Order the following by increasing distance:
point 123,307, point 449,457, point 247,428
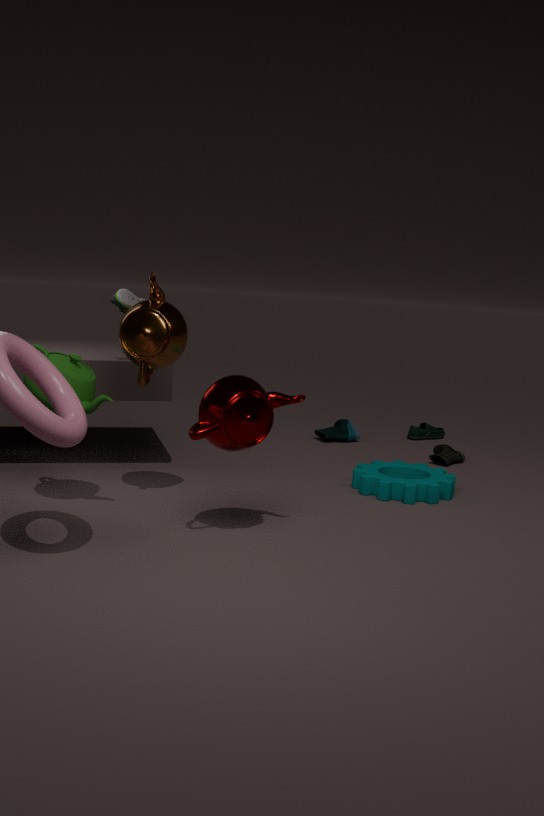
point 247,428
point 123,307
point 449,457
